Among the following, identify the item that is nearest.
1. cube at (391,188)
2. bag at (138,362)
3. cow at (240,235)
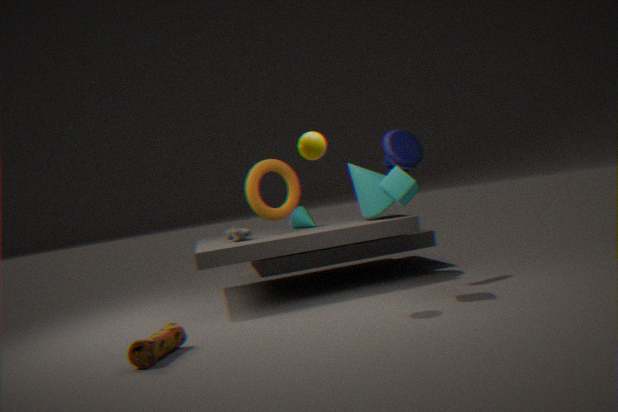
bag at (138,362)
